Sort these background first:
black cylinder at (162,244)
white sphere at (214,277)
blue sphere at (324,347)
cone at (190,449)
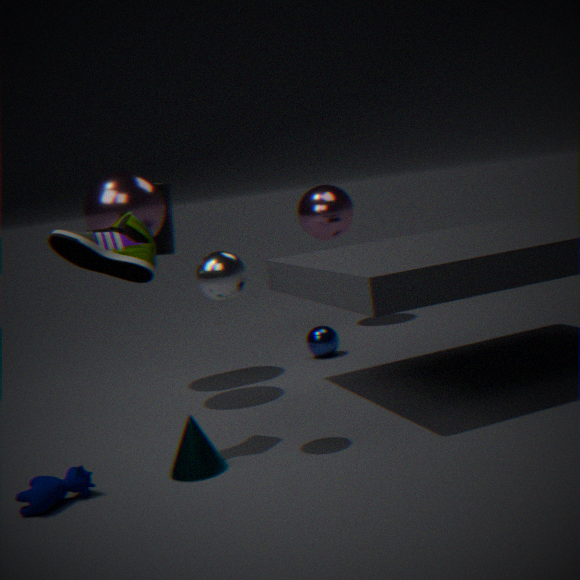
blue sphere at (324,347)
black cylinder at (162,244)
cone at (190,449)
white sphere at (214,277)
